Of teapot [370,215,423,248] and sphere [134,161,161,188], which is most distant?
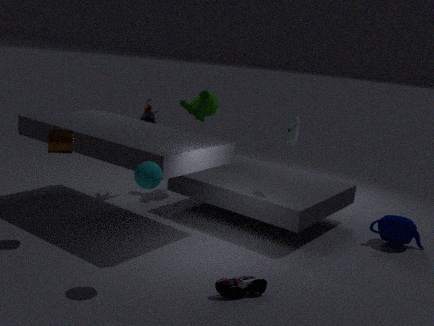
teapot [370,215,423,248]
